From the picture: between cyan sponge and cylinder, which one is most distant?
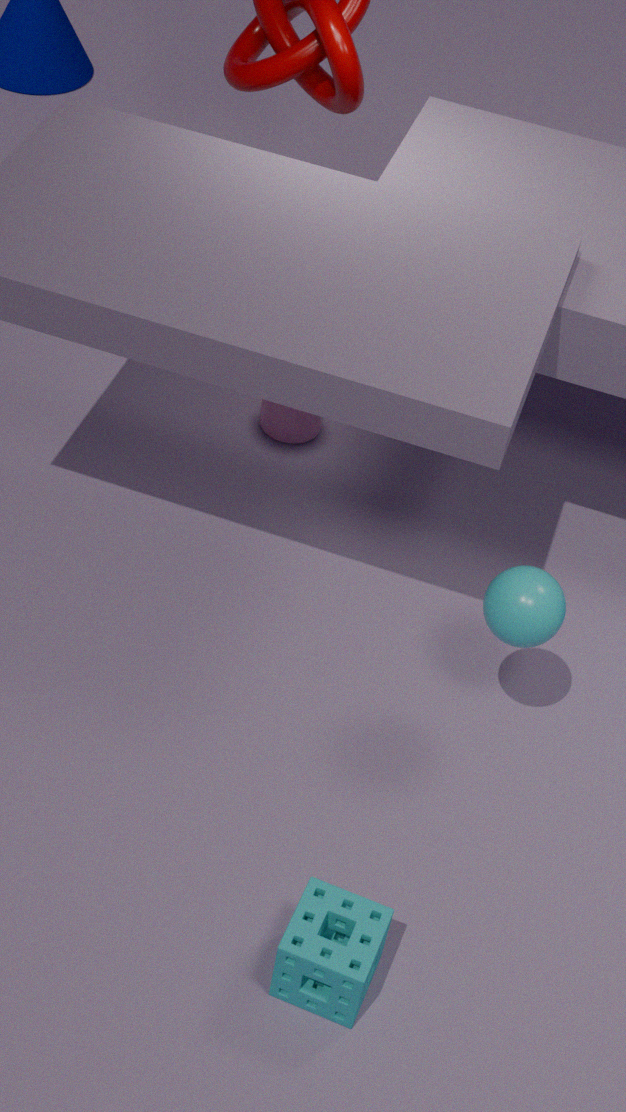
cylinder
